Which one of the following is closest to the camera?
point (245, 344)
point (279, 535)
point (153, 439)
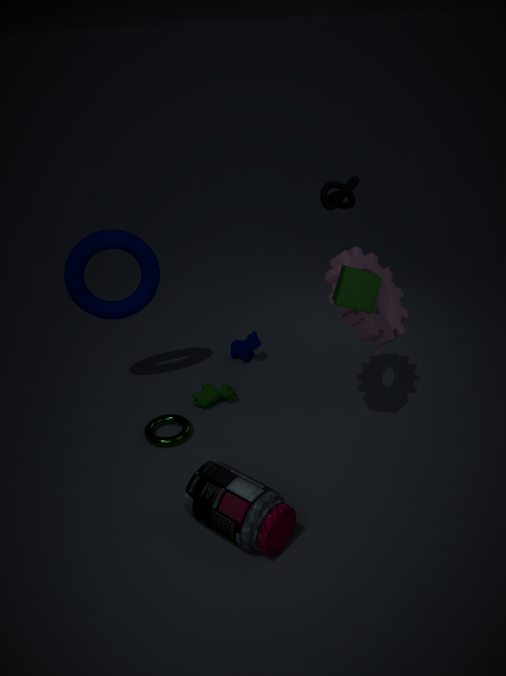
point (279, 535)
